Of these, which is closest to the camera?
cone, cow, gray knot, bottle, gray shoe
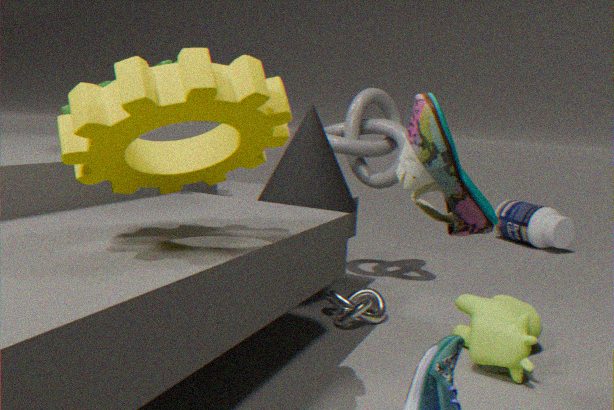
gray shoe
